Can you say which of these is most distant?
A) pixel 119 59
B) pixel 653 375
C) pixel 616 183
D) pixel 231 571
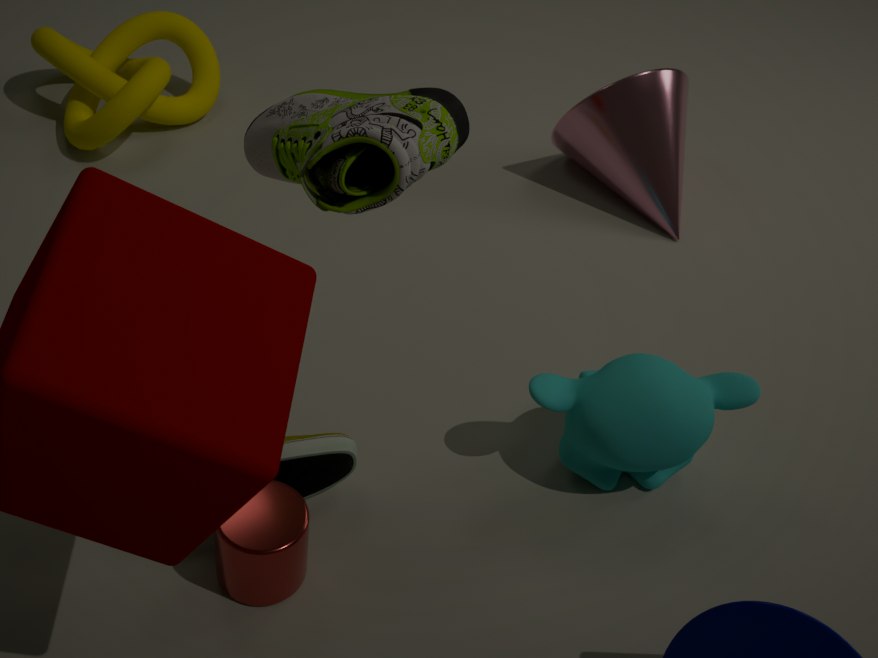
pixel 119 59
